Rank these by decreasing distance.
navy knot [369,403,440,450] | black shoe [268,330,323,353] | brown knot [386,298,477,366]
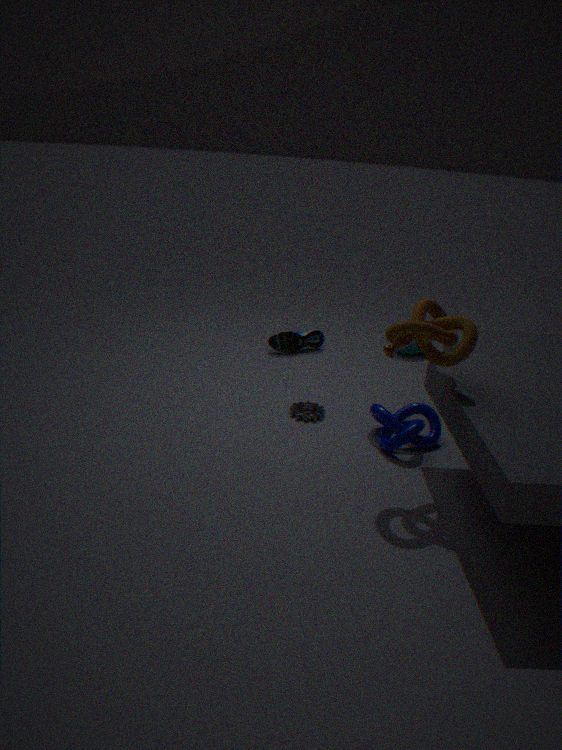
1. black shoe [268,330,323,353]
2. navy knot [369,403,440,450]
3. brown knot [386,298,477,366]
